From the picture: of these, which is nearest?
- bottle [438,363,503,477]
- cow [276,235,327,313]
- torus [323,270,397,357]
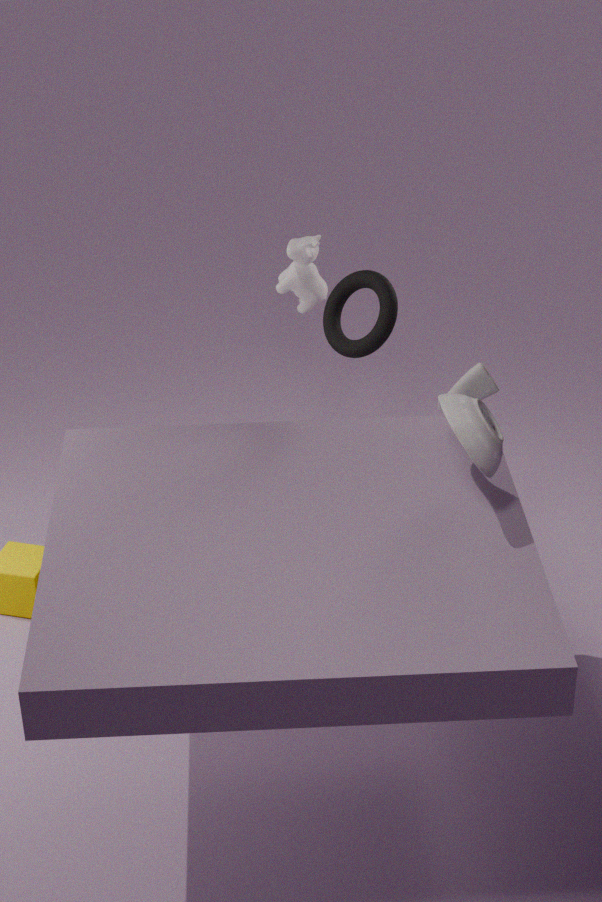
bottle [438,363,503,477]
